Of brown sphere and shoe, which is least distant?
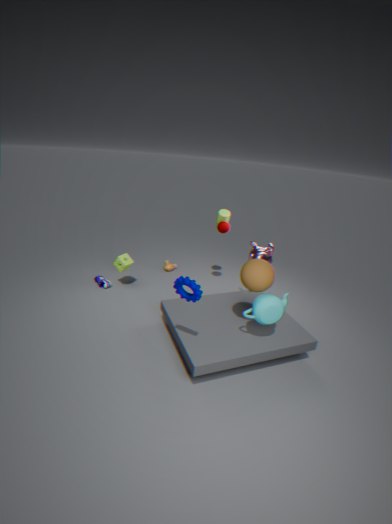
brown sphere
